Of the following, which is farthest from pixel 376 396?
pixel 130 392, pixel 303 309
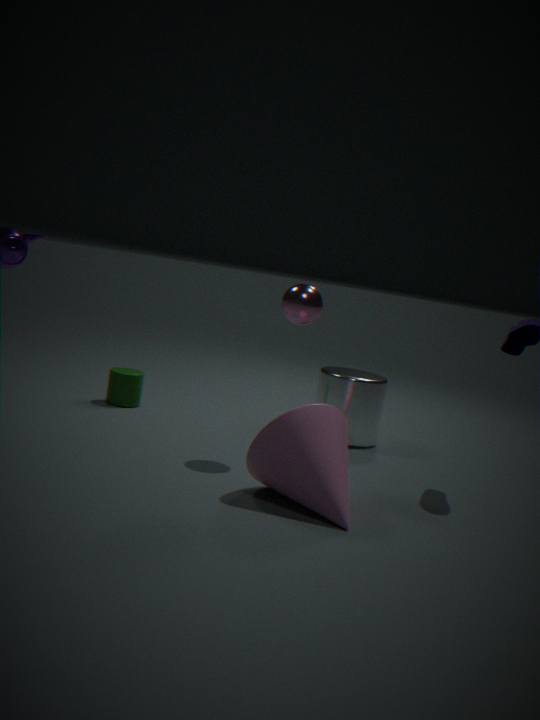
pixel 130 392
